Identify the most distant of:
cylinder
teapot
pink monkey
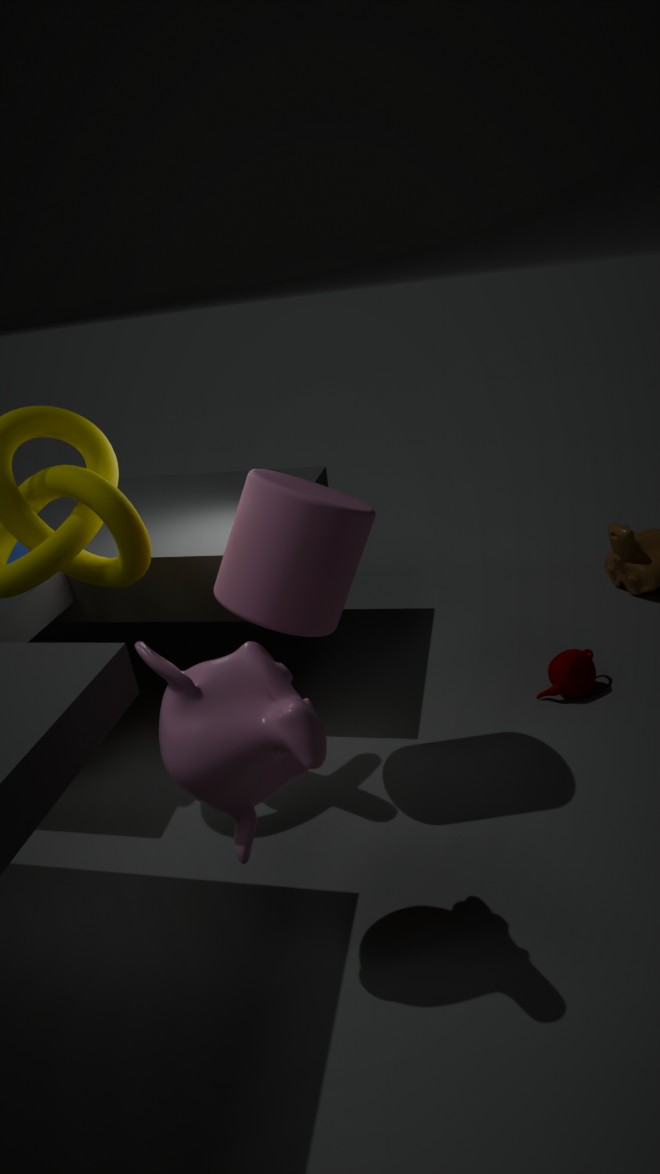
teapot
